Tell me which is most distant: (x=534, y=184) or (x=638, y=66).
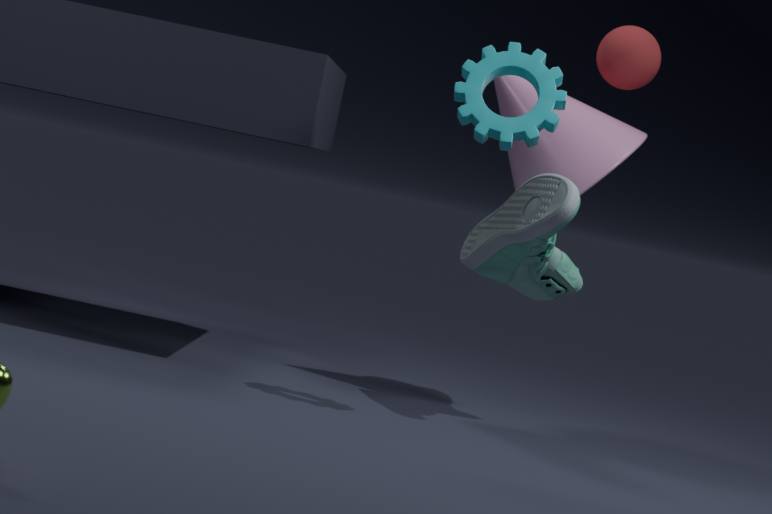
(x=638, y=66)
